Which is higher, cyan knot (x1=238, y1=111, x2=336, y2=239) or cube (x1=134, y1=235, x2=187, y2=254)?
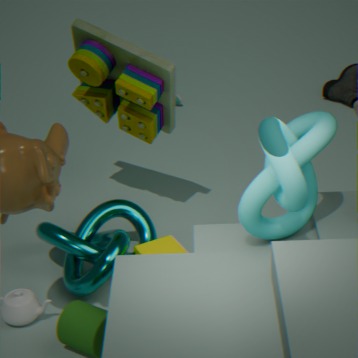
cyan knot (x1=238, y1=111, x2=336, y2=239)
